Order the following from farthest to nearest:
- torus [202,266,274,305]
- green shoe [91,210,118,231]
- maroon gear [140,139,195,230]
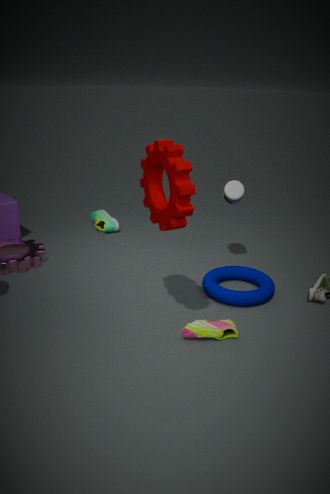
green shoe [91,210,118,231], torus [202,266,274,305], maroon gear [140,139,195,230]
